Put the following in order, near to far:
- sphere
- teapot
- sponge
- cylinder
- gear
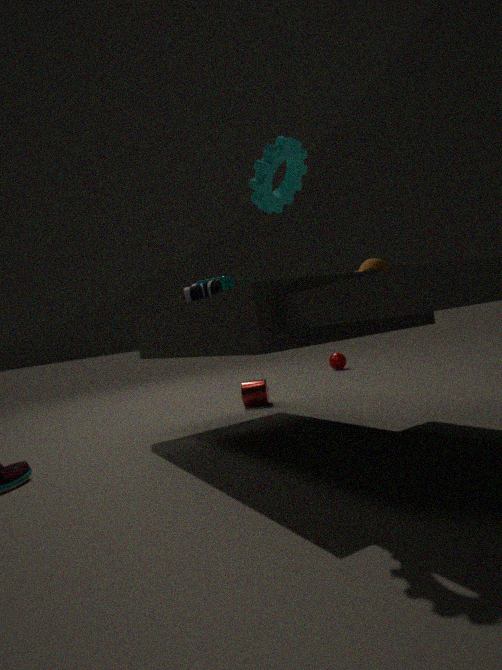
gear
teapot
sponge
cylinder
sphere
